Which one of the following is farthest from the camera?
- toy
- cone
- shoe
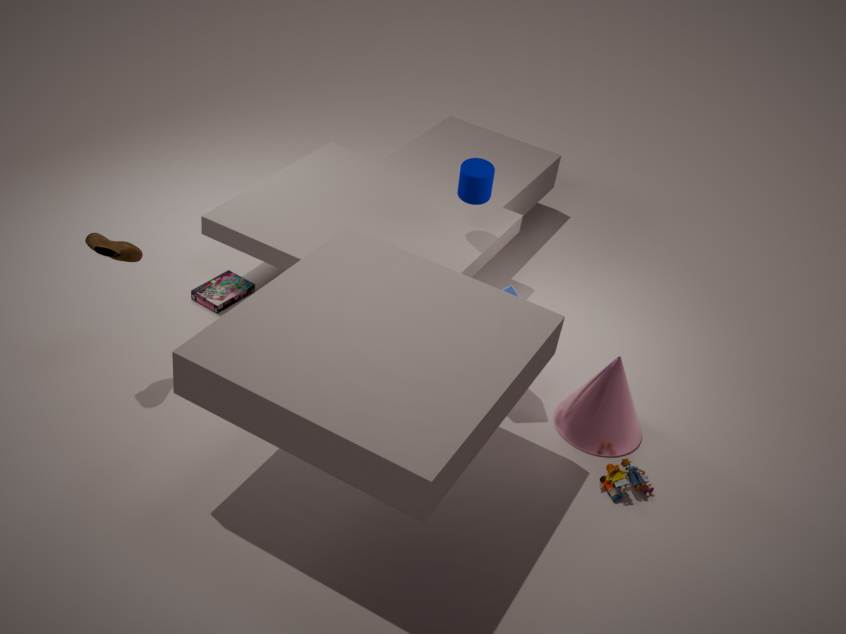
cone
